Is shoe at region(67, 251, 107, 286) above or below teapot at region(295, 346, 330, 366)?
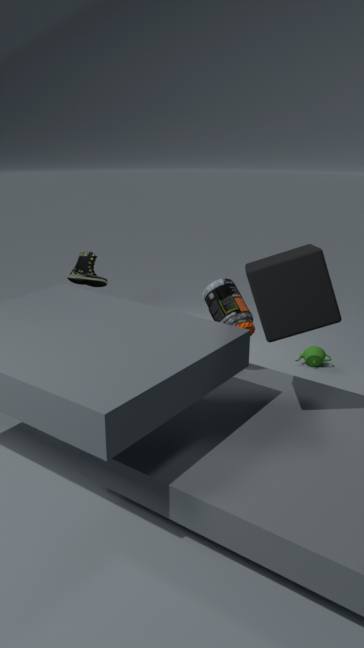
above
